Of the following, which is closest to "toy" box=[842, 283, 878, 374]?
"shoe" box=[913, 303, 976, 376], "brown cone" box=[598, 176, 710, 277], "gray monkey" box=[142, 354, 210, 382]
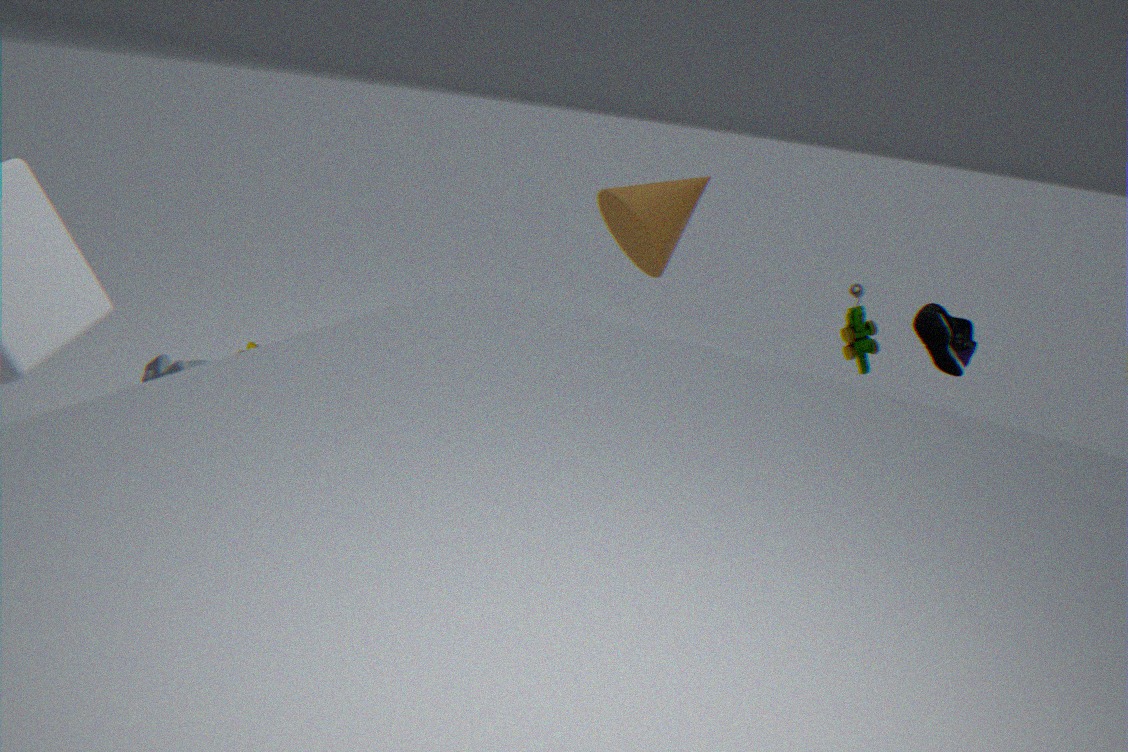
"shoe" box=[913, 303, 976, 376]
